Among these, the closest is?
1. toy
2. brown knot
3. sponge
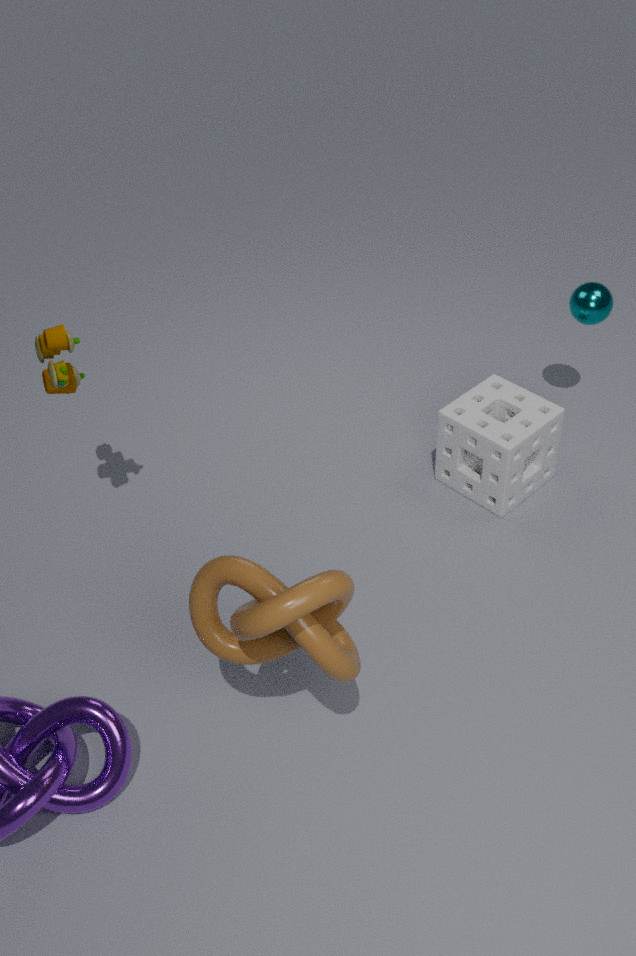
brown knot
